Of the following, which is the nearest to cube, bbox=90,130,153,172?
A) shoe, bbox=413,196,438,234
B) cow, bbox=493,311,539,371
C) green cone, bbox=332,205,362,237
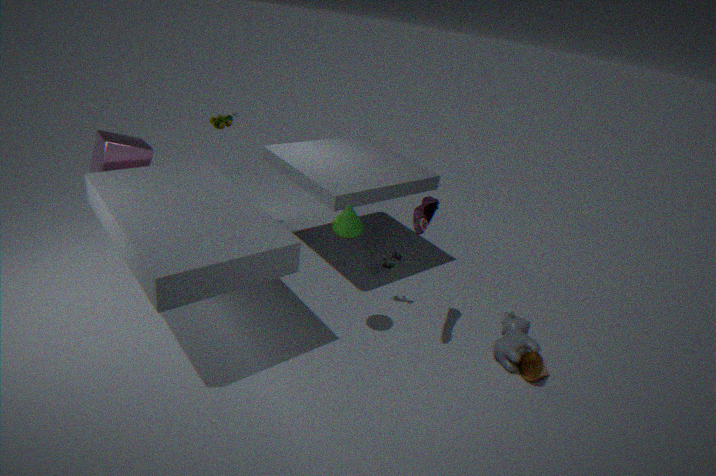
green cone, bbox=332,205,362,237
